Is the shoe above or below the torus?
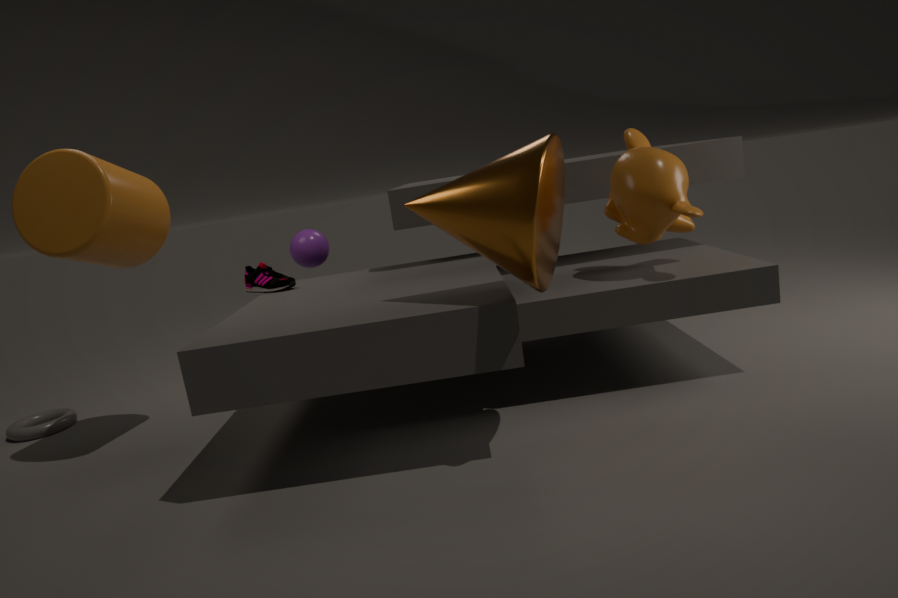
above
